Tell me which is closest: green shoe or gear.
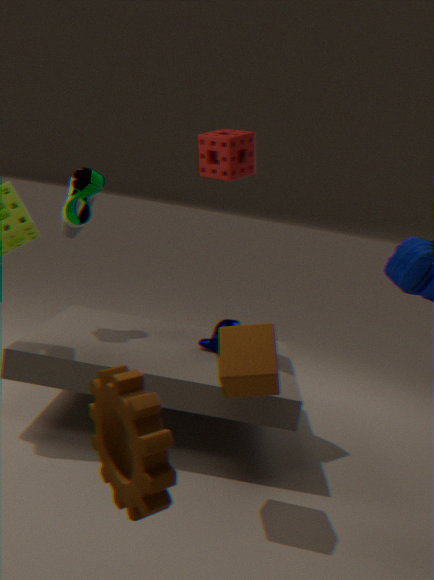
gear
